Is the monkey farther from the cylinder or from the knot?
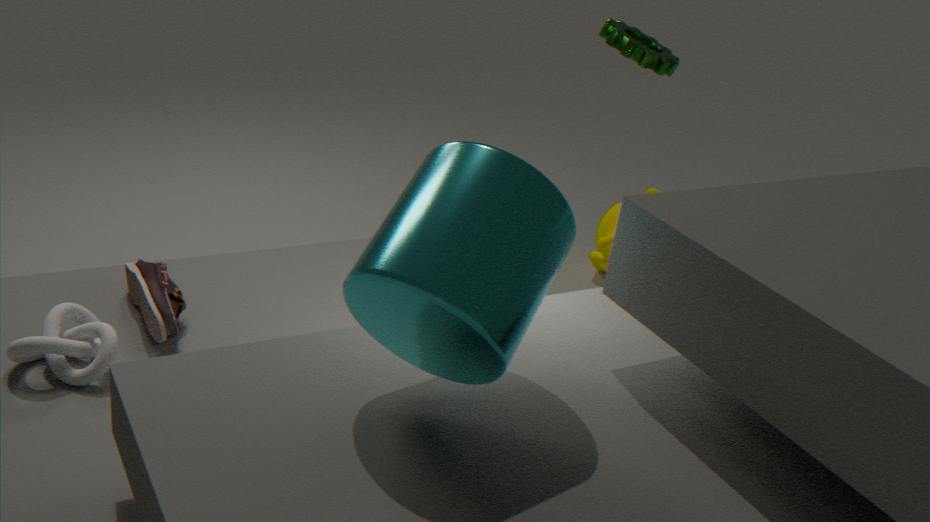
the knot
